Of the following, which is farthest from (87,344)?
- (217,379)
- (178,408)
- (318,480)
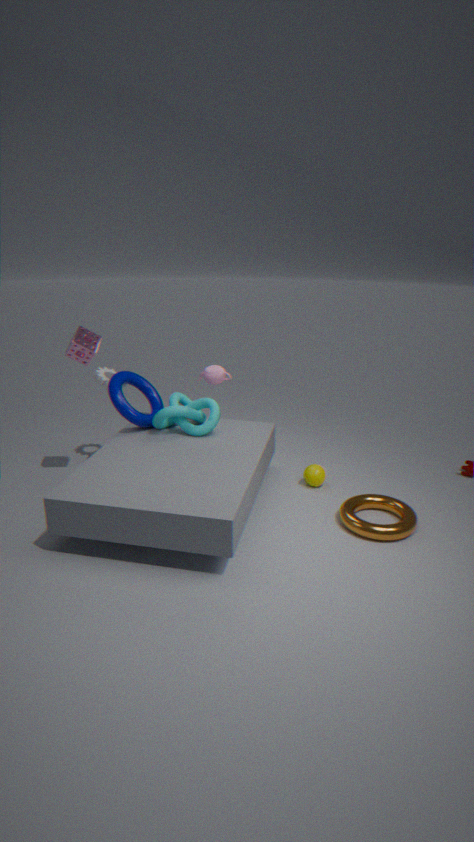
(318,480)
